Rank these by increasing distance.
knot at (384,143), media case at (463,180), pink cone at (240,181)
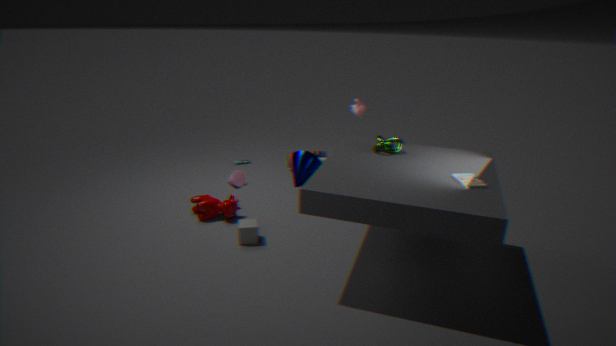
media case at (463,180), knot at (384,143), pink cone at (240,181)
